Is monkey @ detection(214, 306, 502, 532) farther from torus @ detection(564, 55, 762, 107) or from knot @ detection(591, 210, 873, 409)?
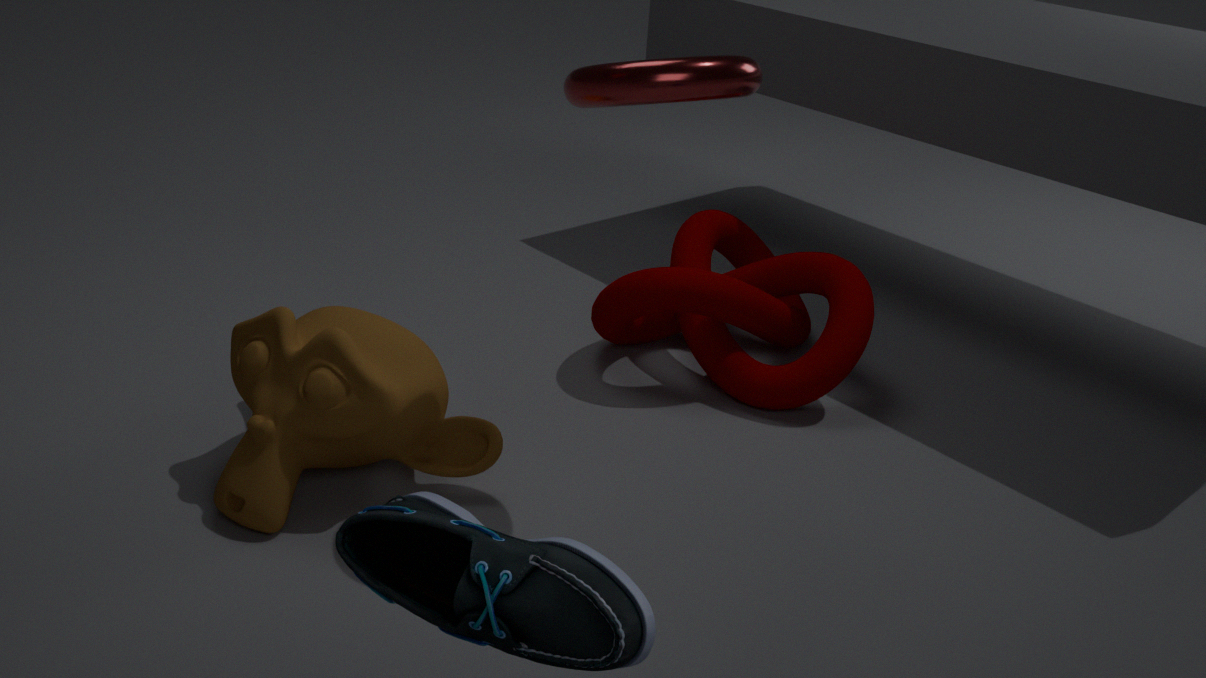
torus @ detection(564, 55, 762, 107)
